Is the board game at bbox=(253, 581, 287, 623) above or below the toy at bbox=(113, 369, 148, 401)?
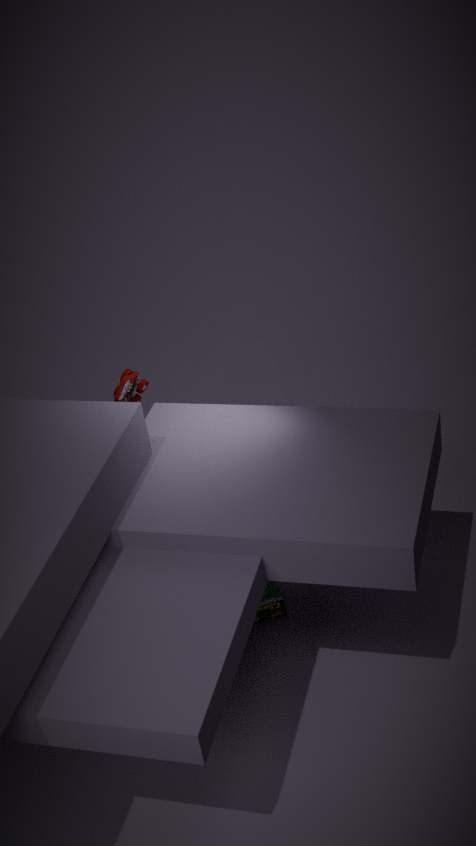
below
